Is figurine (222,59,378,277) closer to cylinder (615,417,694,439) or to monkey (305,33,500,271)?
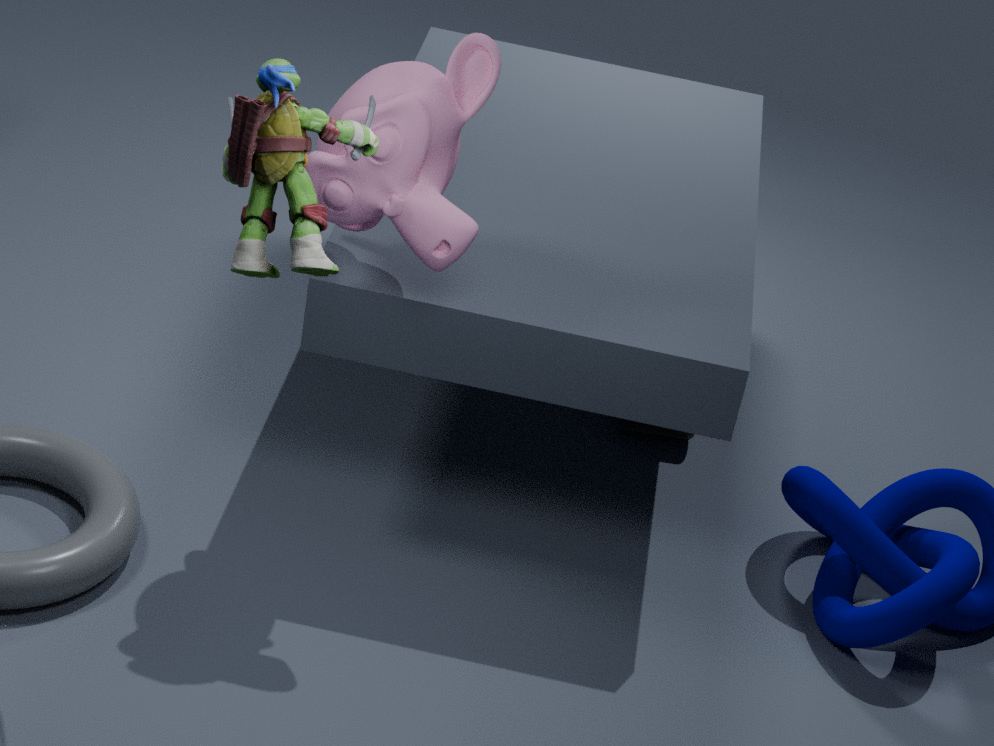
monkey (305,33,500,271)
